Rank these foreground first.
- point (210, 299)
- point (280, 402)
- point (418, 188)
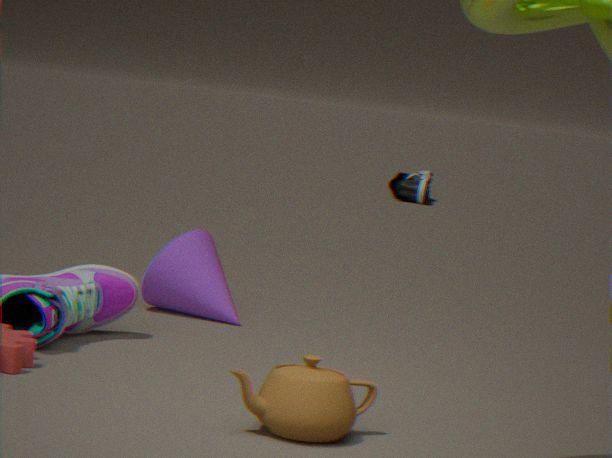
1. point (280, 402)
2. point (210, 299)
3. point (418, 188)
